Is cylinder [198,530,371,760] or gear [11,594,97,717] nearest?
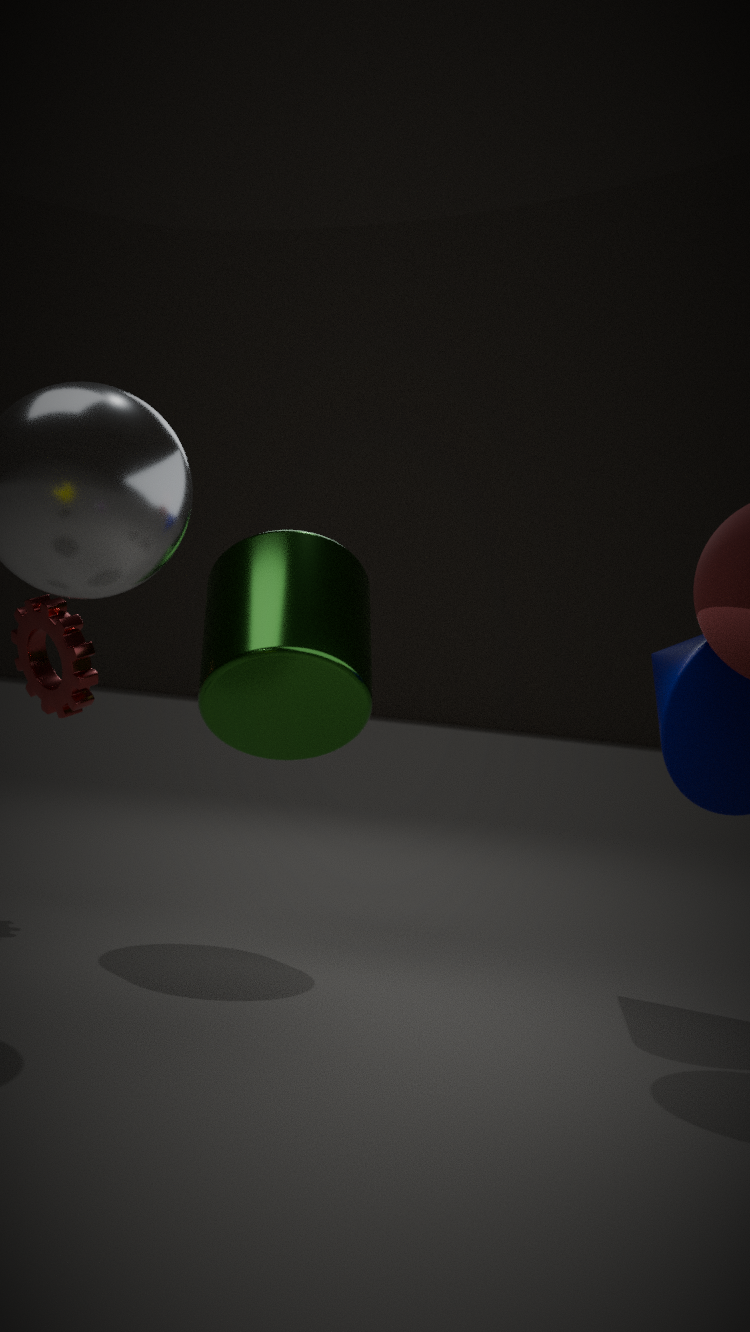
cylinder [198,530,371,760]
